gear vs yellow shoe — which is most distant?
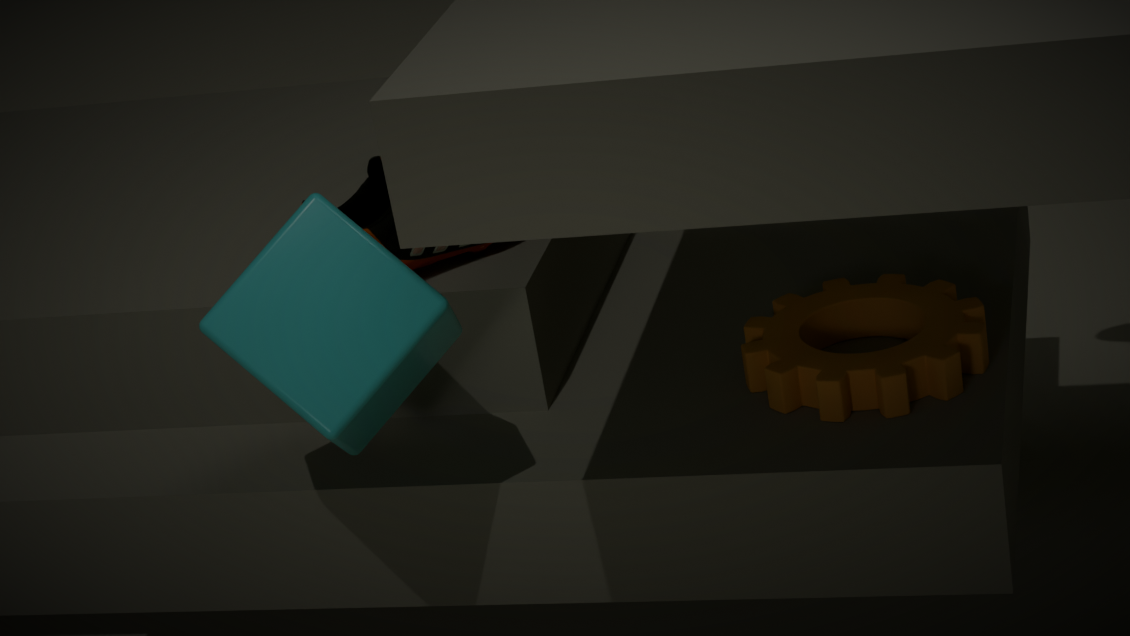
yellow shoe
